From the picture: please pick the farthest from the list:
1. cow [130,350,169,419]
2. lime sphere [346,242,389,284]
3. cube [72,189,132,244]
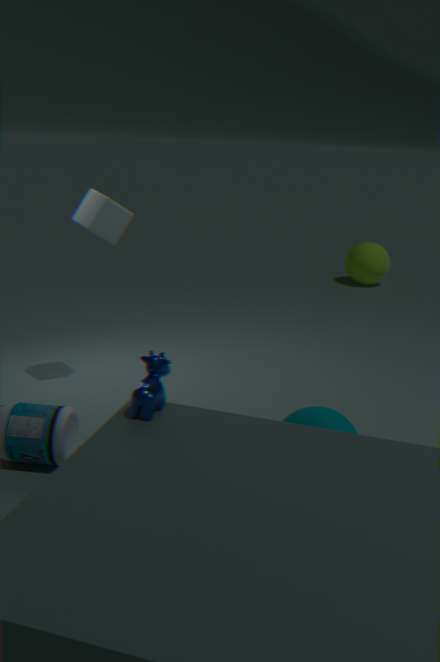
lime sphere [346,242,389,284]
